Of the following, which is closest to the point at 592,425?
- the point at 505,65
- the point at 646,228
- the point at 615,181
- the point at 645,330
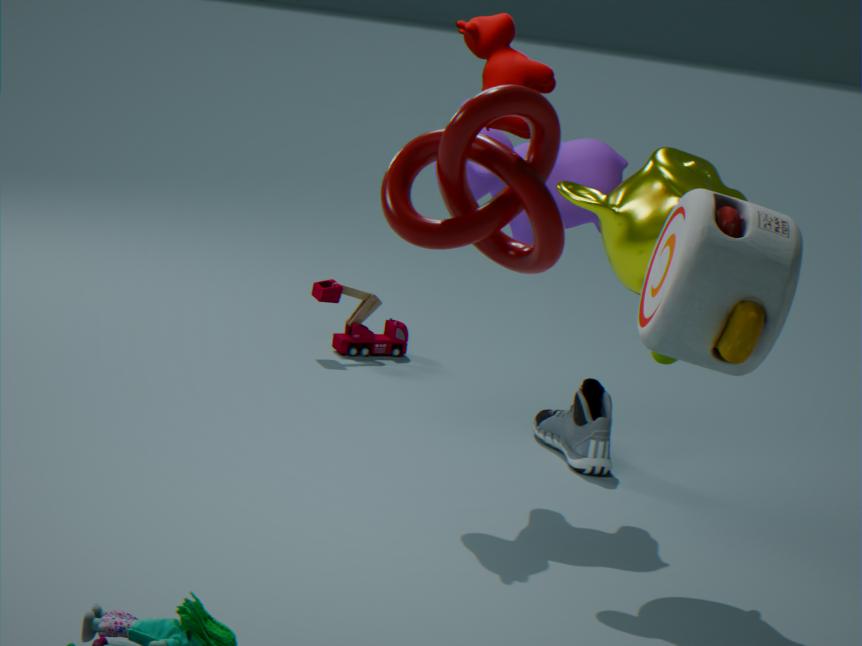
the point at 615,181
